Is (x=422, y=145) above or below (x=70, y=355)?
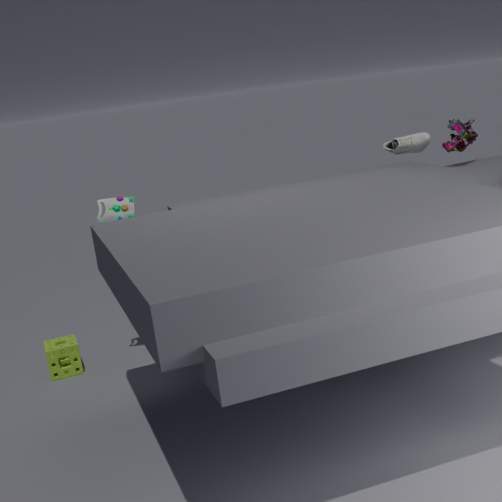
above
